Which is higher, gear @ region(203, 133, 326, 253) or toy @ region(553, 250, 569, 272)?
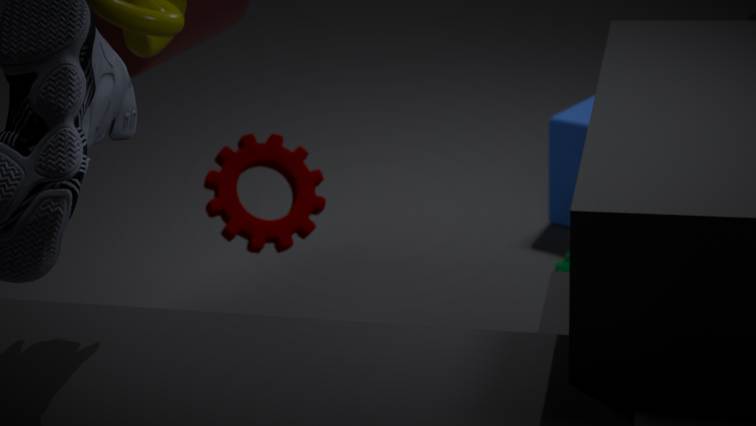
gear @ region(203, 133, 326, 253)
